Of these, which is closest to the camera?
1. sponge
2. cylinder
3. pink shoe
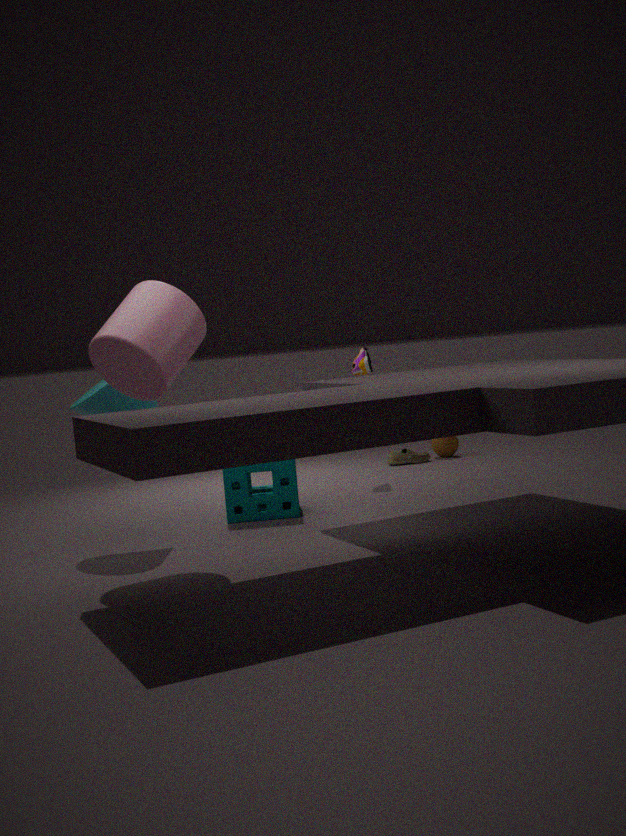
cylinder
